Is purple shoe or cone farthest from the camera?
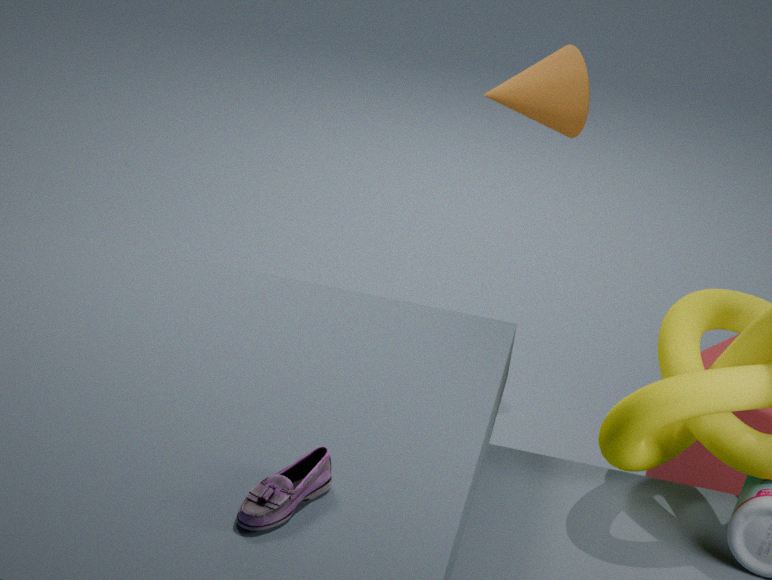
cone
